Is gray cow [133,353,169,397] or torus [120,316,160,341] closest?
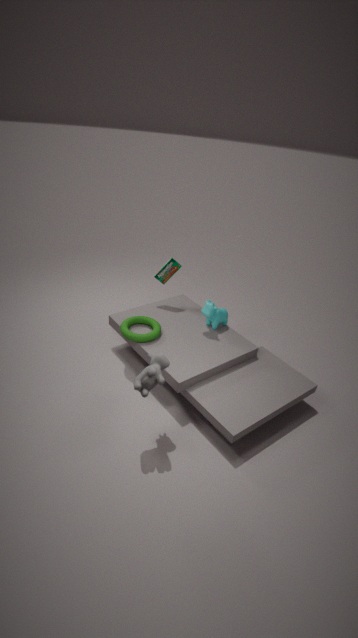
gray cow [133,353,169,397]
